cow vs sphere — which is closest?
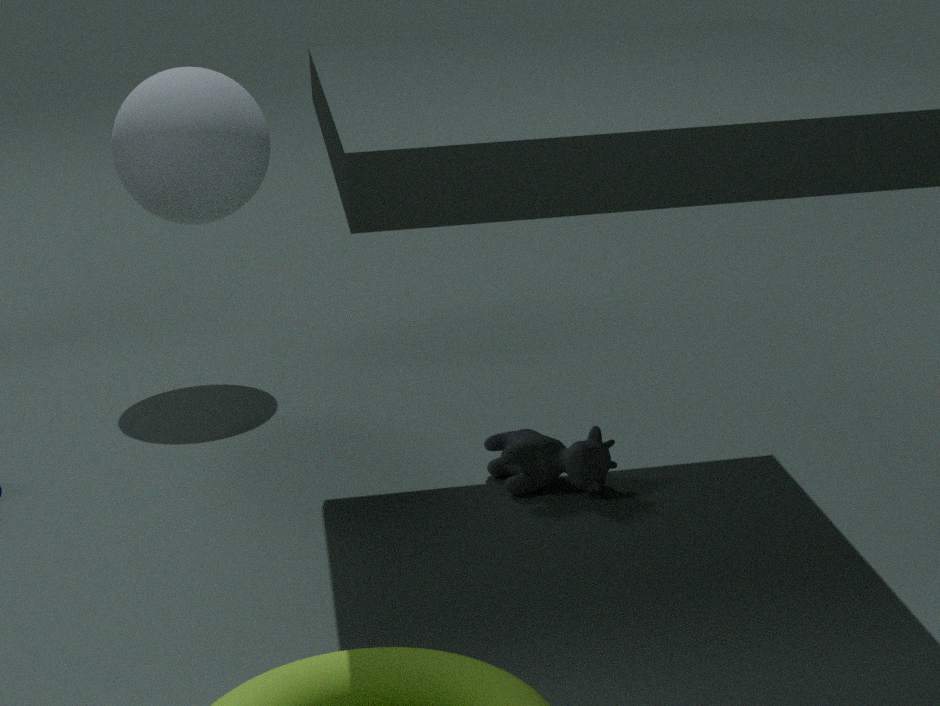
cow
